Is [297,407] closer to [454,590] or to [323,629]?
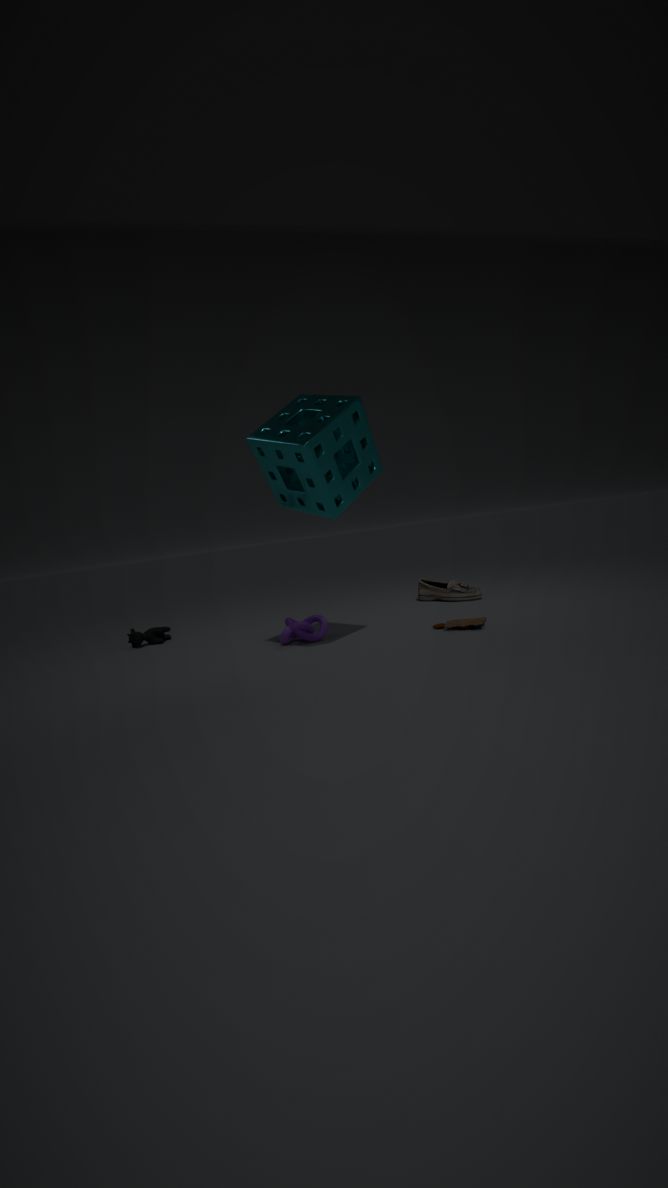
[323,629]
